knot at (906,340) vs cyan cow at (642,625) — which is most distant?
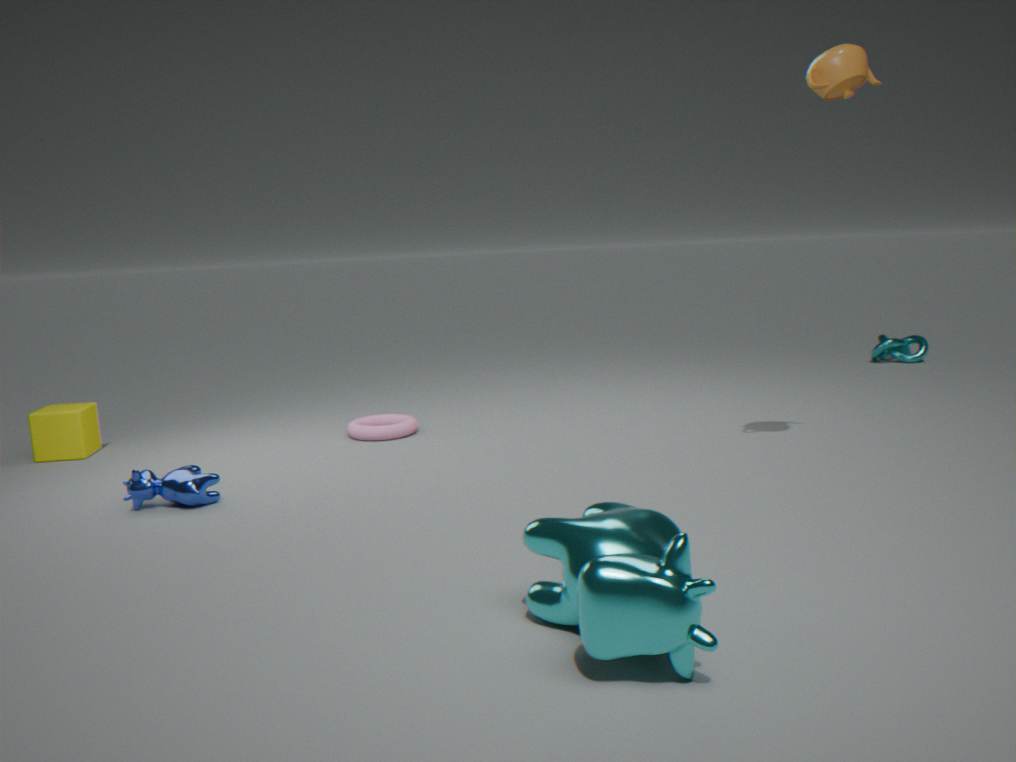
knot at (906,340)
